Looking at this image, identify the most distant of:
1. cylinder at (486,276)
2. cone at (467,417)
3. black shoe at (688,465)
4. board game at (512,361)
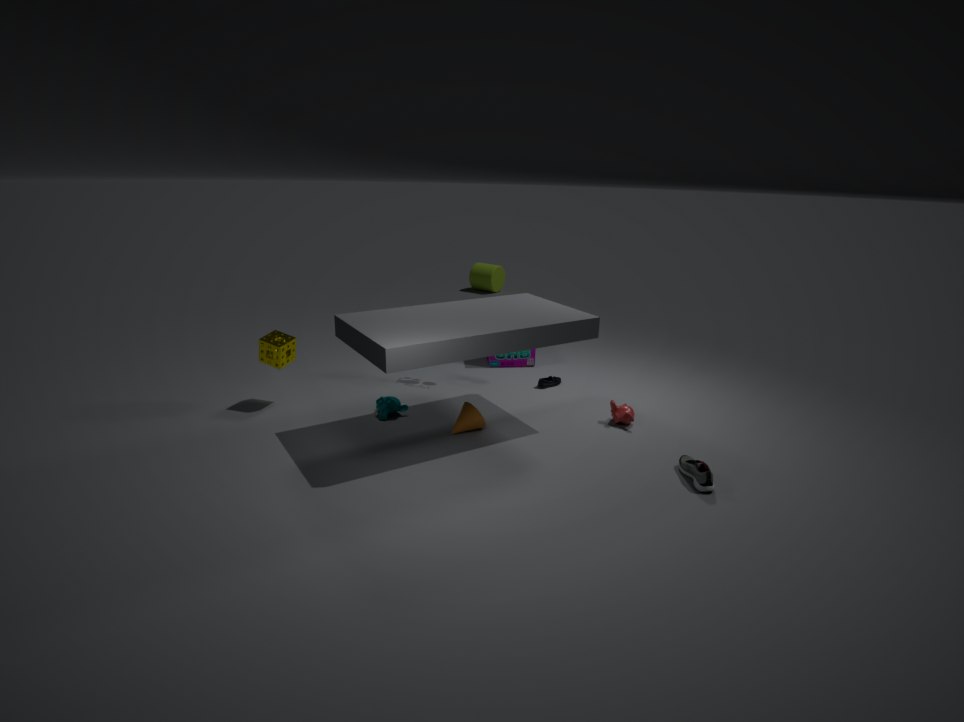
Answer: cylinder at (486,276)
